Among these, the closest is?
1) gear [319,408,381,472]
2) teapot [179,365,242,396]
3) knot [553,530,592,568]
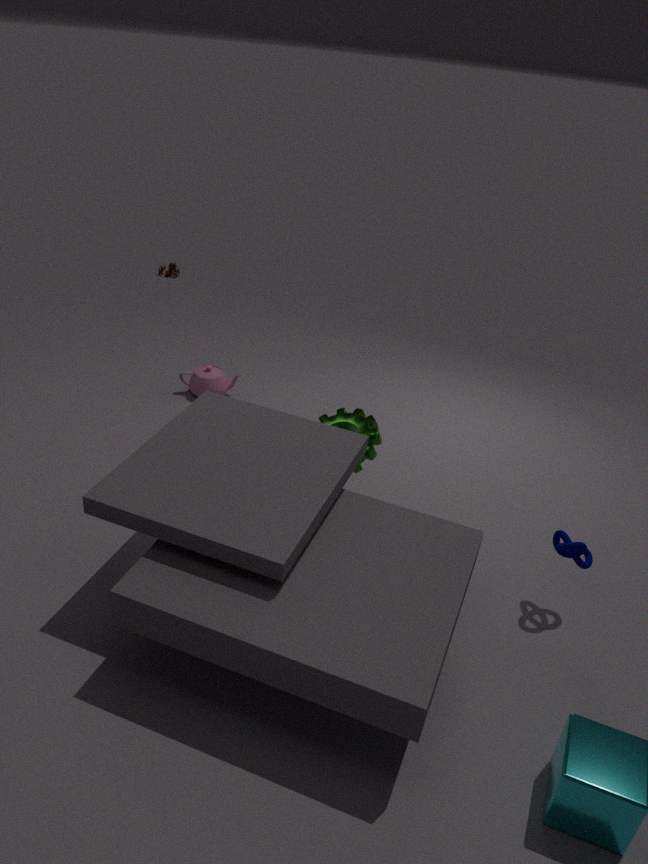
3. knot [553,530,592,568]
